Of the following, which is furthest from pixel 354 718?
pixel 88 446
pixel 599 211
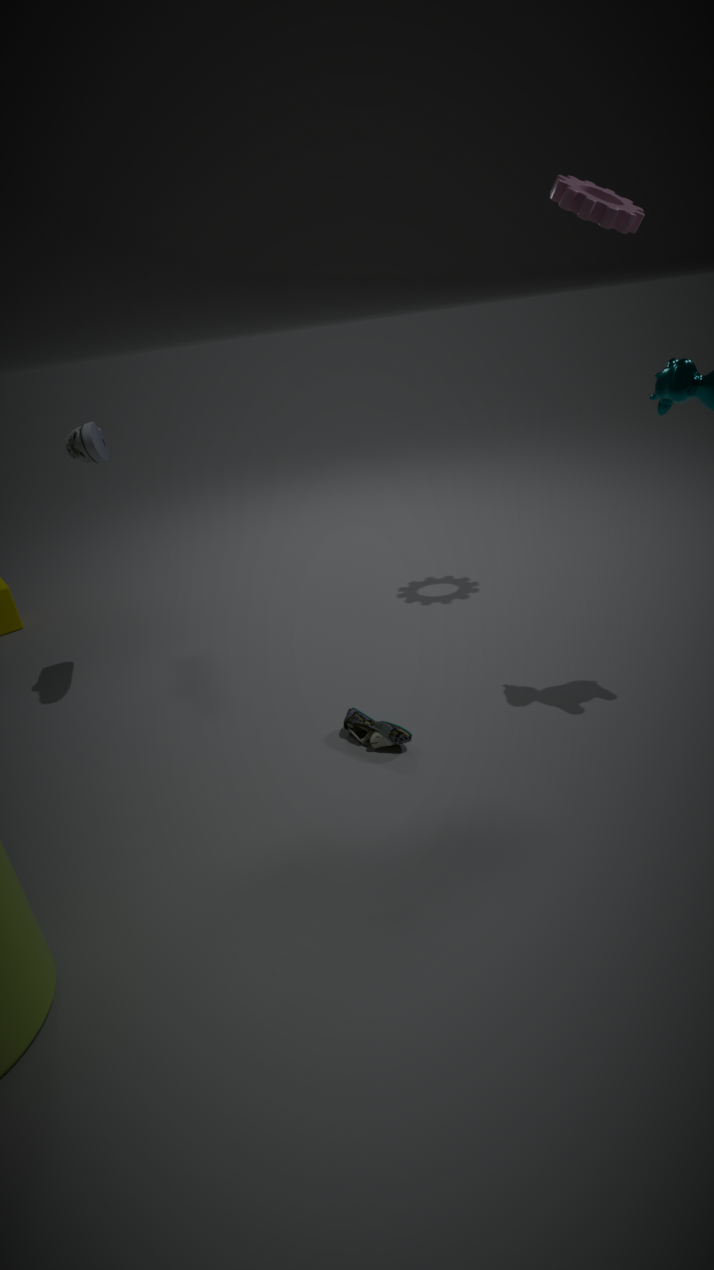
pixel 599 211
